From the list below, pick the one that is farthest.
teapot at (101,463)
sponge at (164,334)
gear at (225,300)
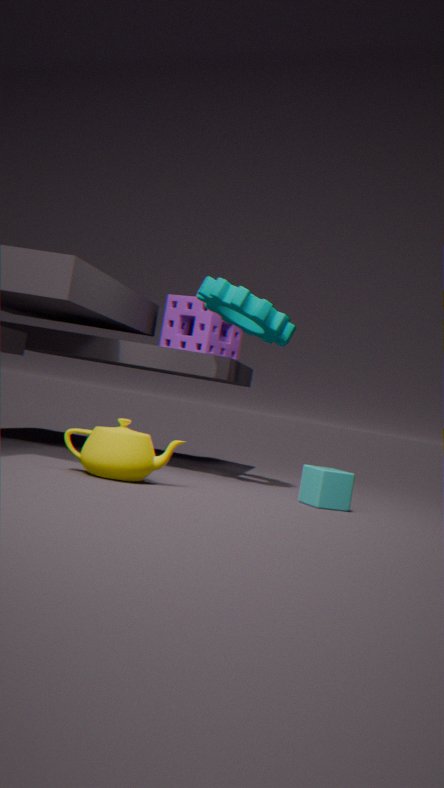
sponge at (164,334)
